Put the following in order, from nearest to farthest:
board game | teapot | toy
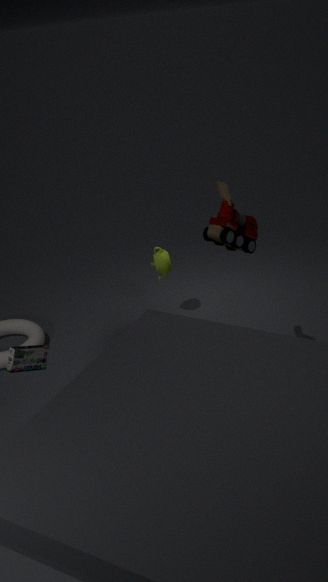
toy, board game, teapot
